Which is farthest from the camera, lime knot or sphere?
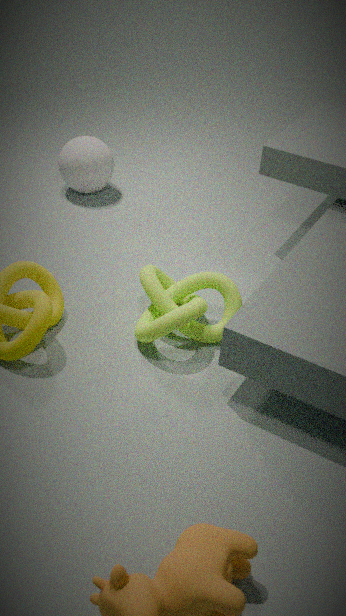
sphere
